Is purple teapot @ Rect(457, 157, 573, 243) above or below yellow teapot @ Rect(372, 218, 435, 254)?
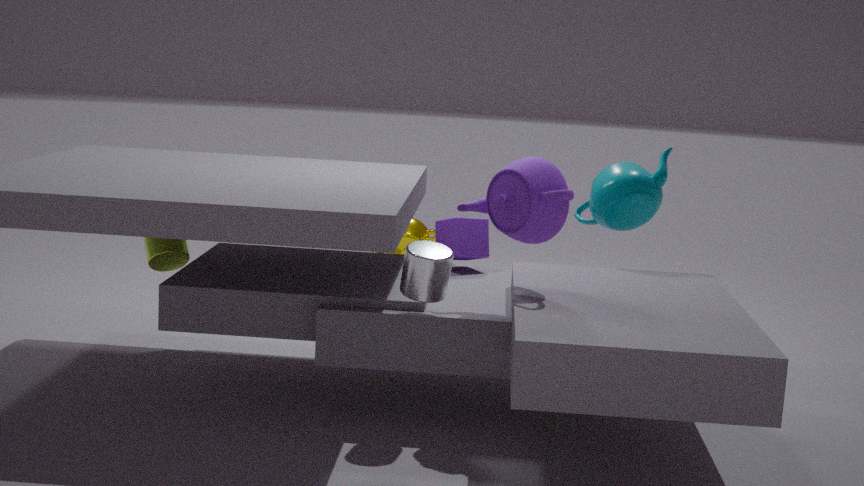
above
